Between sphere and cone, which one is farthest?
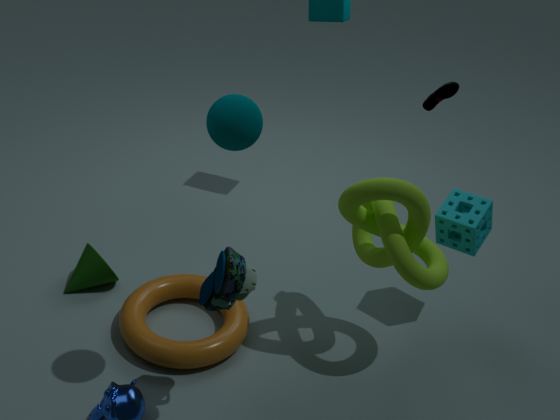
cone
